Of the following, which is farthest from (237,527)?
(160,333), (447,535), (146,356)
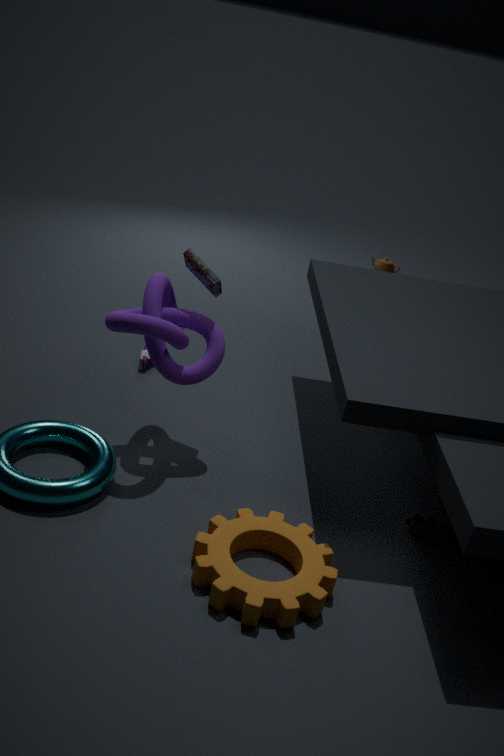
(146,356)
